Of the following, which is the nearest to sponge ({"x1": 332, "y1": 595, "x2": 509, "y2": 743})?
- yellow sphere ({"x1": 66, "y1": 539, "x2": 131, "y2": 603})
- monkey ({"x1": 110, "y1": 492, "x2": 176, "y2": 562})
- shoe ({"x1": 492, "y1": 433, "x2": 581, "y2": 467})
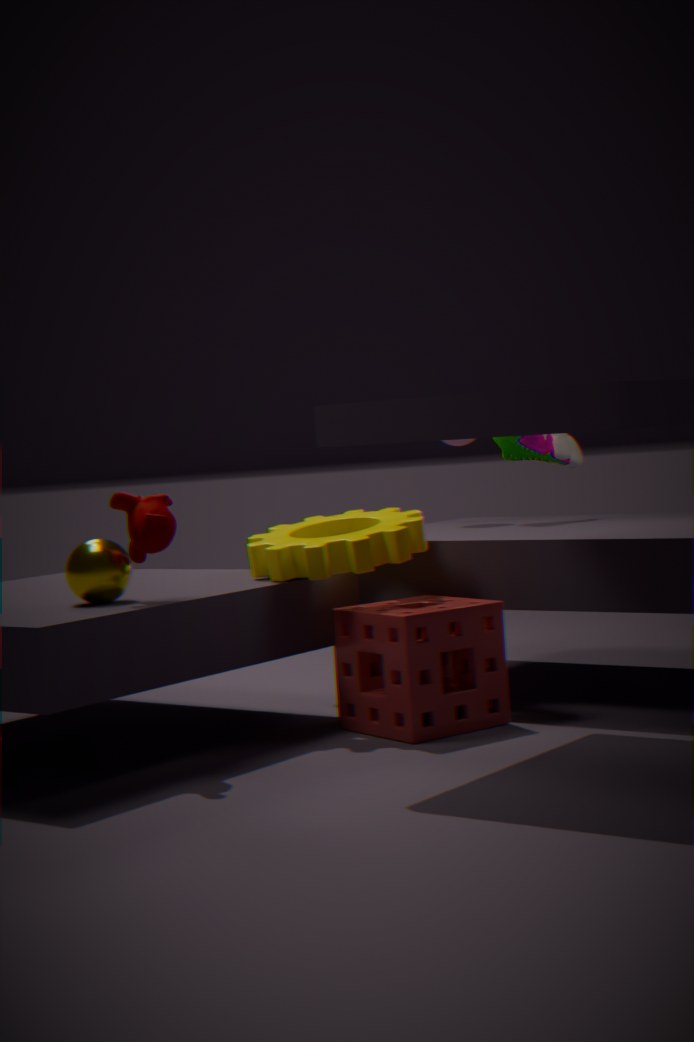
monkey ({"x1": 110, "y1": 492, "x2": 176, "y2": 562})
